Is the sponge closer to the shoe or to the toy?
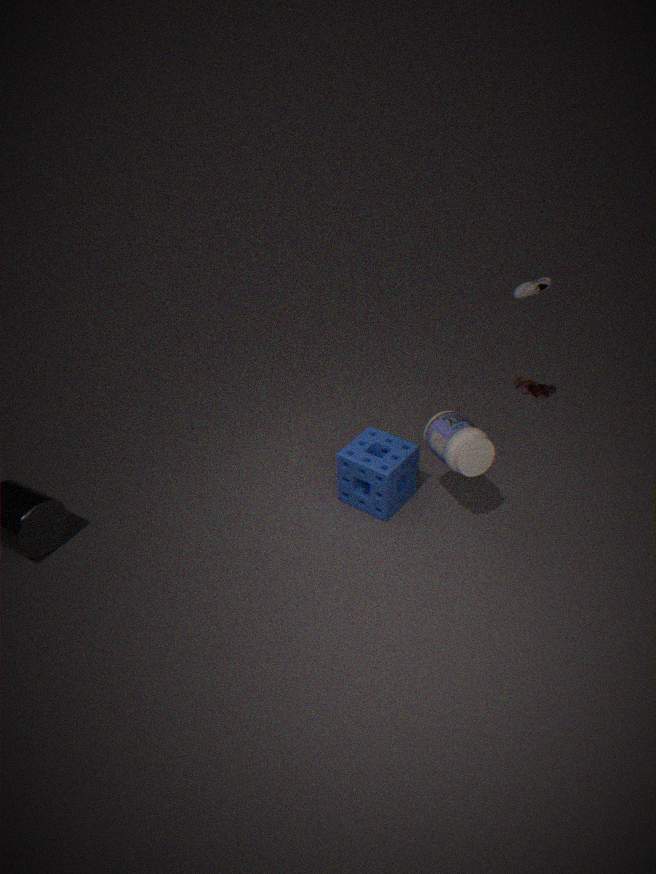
the shoe
